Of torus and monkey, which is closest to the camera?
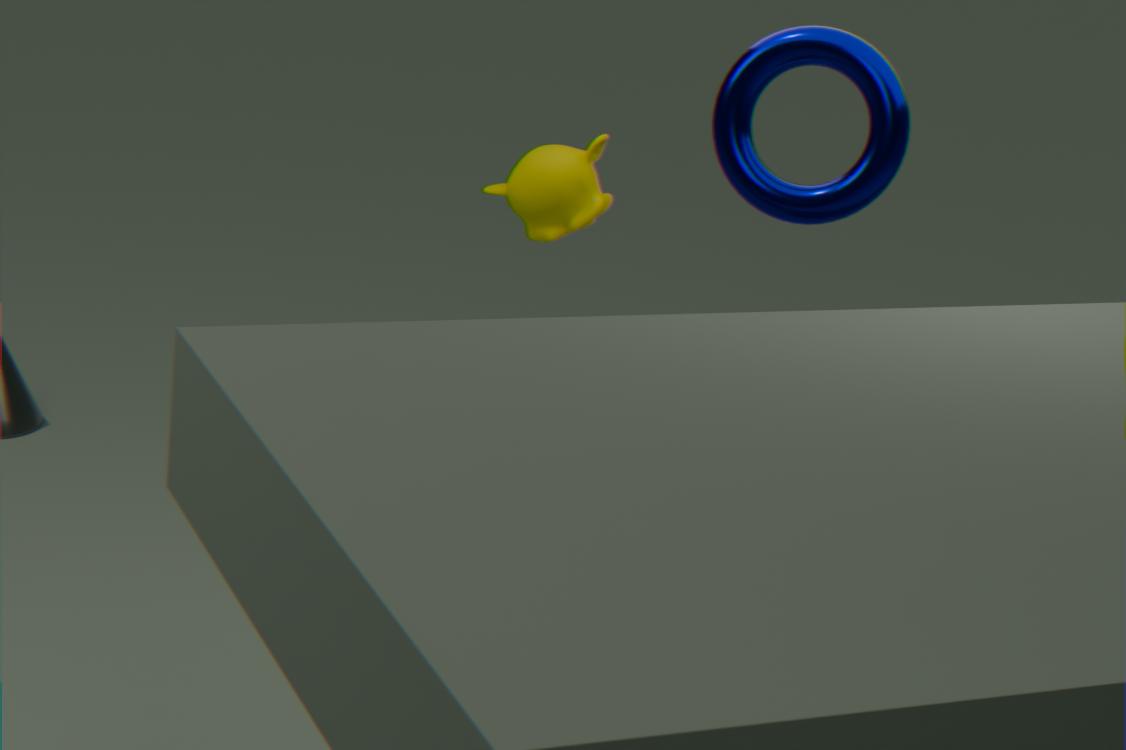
A: torus
